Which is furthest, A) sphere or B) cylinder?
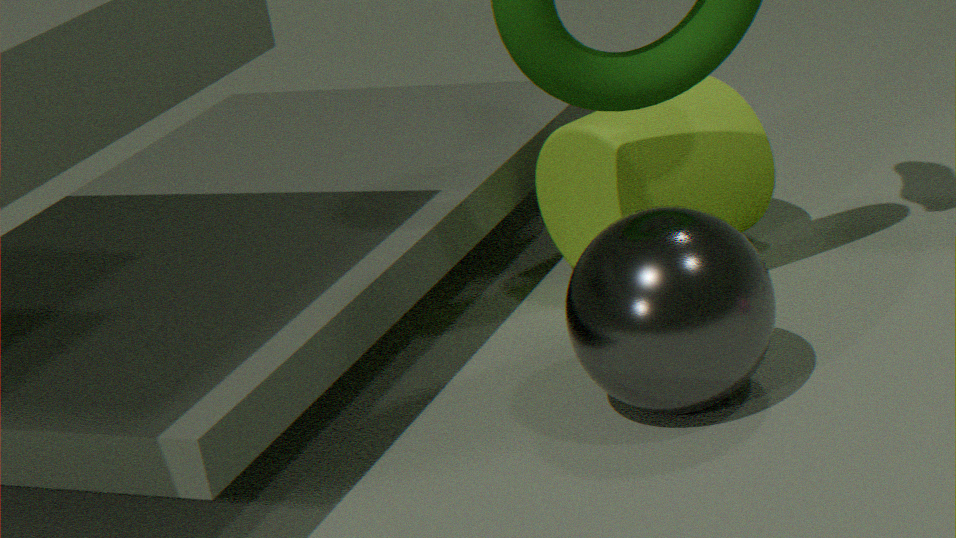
B. cylinder
